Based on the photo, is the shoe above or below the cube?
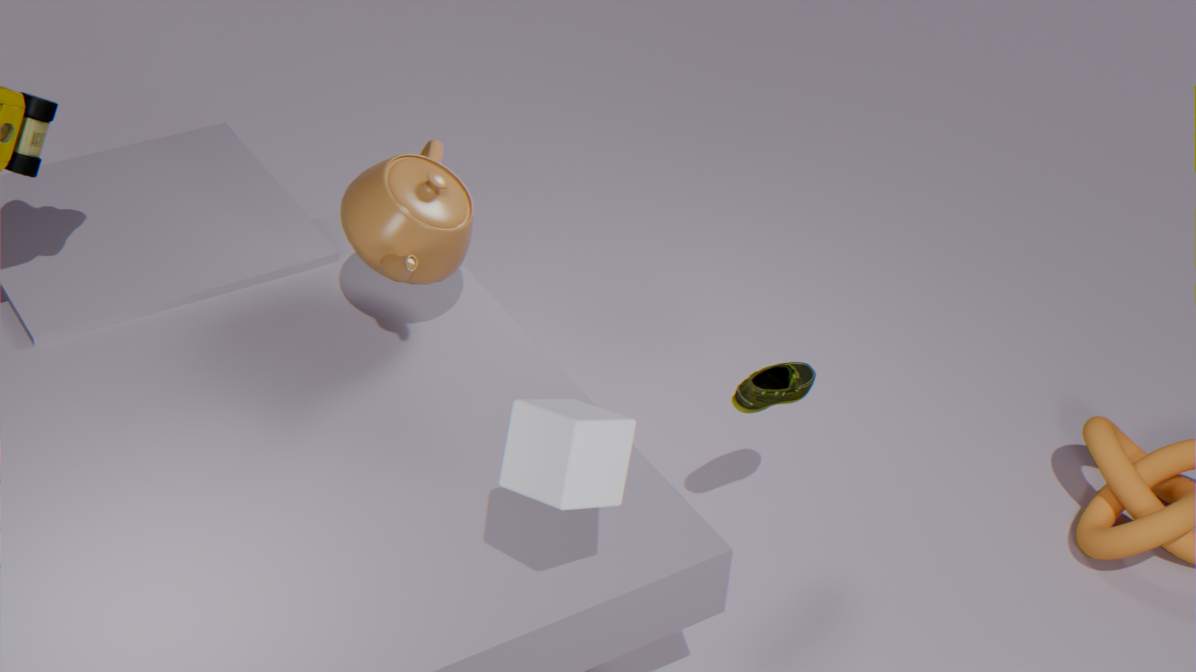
below
